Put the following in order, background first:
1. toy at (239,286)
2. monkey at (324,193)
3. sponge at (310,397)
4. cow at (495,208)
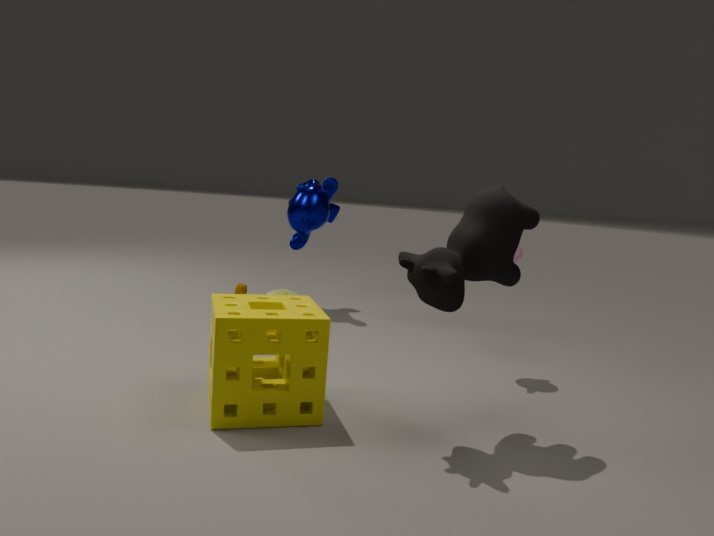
monkey at (324,193), toy at (239,286), sponge at (310,397), cow at (495,208)
